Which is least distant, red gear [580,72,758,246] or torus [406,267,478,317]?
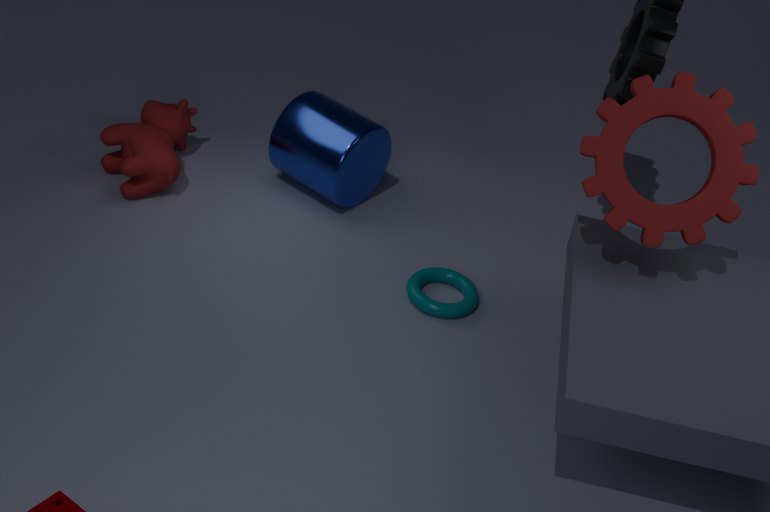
red gear [580,72,758,246]
